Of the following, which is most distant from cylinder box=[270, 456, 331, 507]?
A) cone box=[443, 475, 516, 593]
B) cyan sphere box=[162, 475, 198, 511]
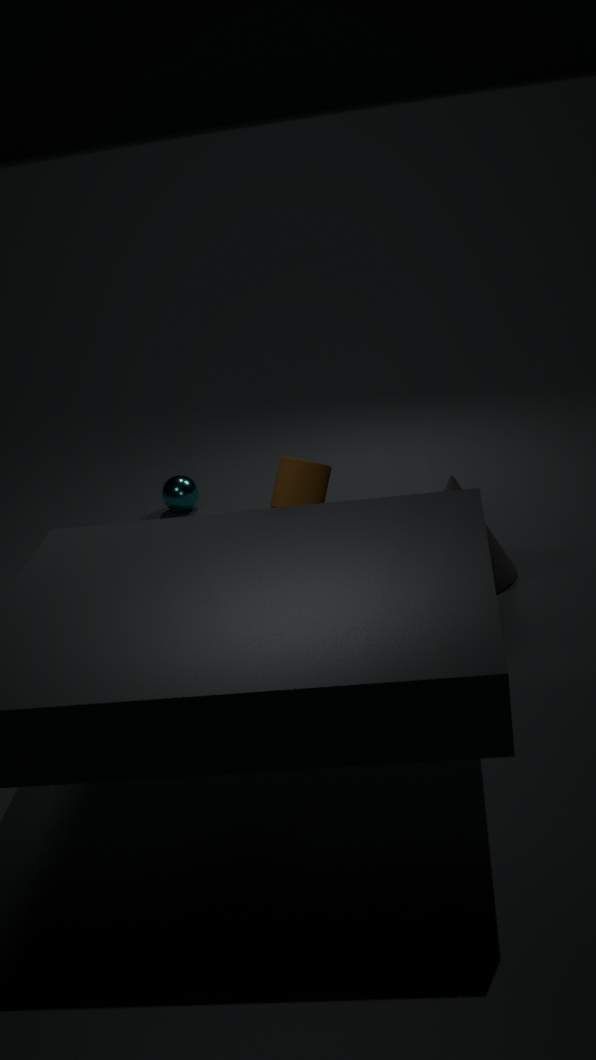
cyan sphere box=[162, 475, 198, 511]
